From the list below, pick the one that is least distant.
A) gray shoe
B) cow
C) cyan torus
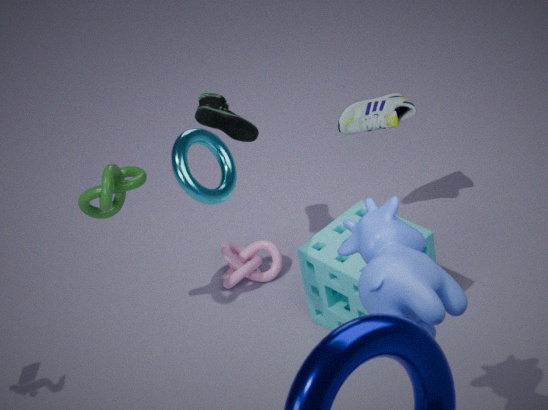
cow
